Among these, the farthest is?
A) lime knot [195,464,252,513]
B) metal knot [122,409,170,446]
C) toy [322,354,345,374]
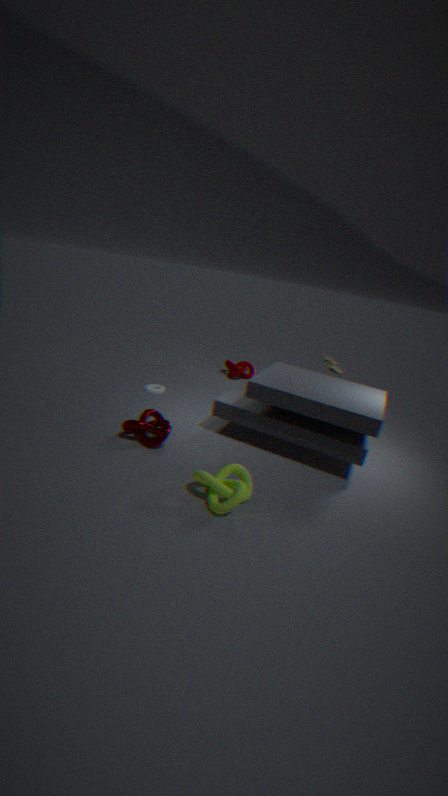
C. toy [322,354,345,374]
